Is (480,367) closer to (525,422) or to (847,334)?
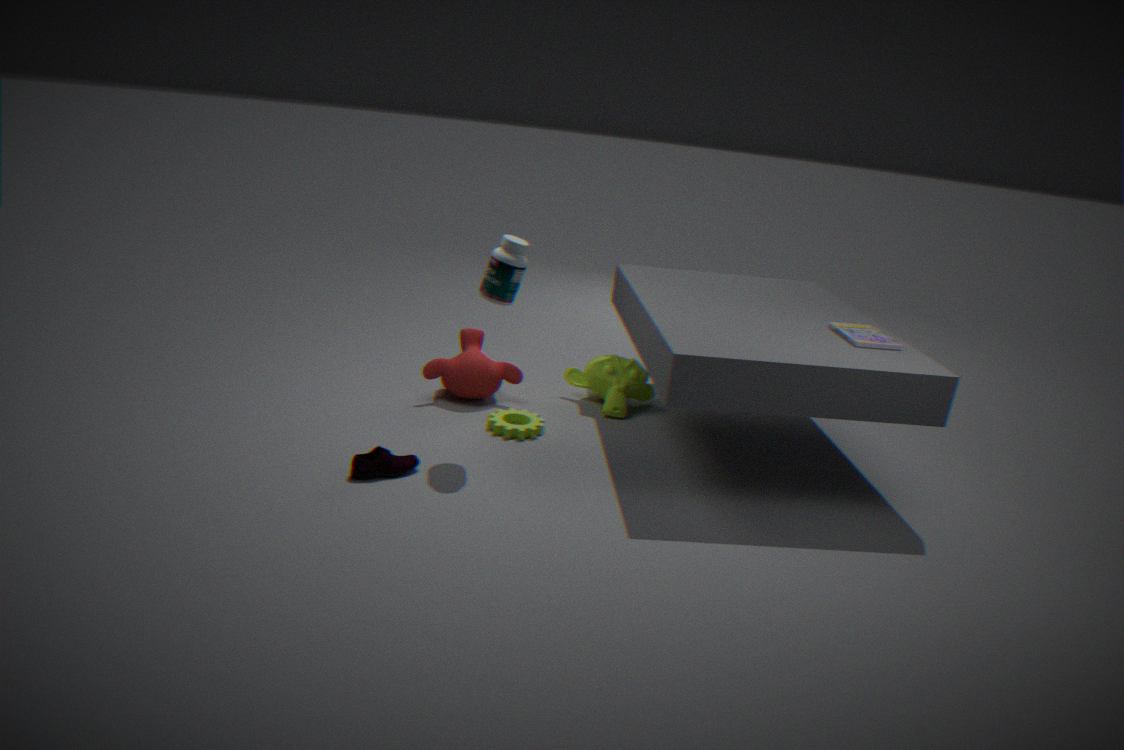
(525,422)
